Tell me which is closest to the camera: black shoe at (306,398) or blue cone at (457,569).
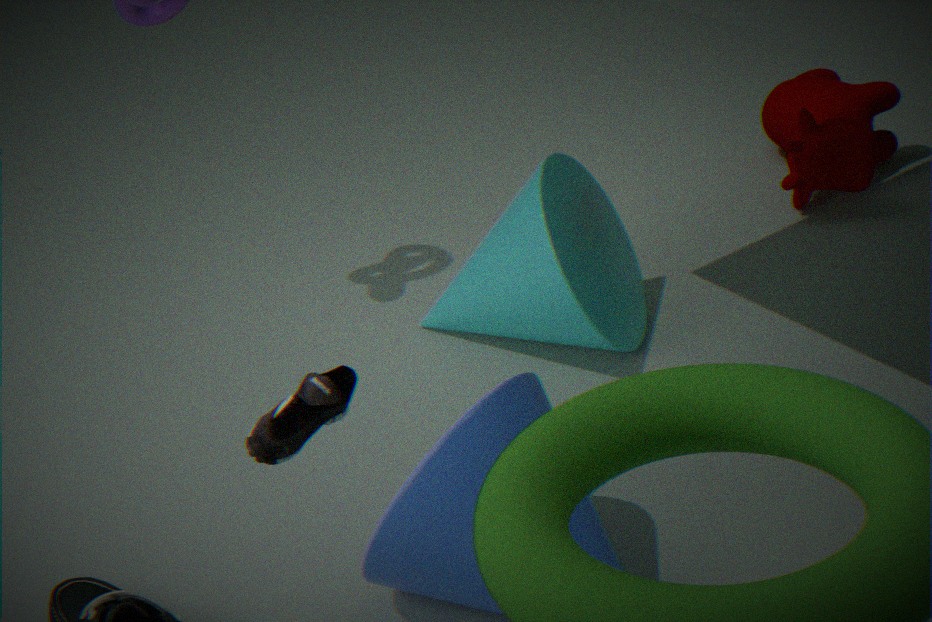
black shoe at (306,398)
